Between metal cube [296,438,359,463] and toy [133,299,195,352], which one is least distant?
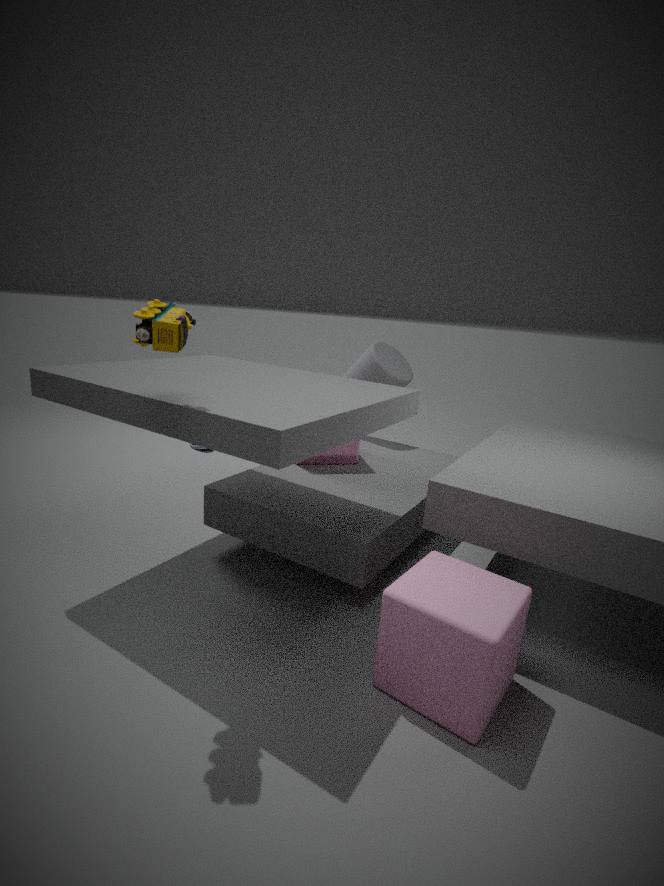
toy [133,299,195,352]
